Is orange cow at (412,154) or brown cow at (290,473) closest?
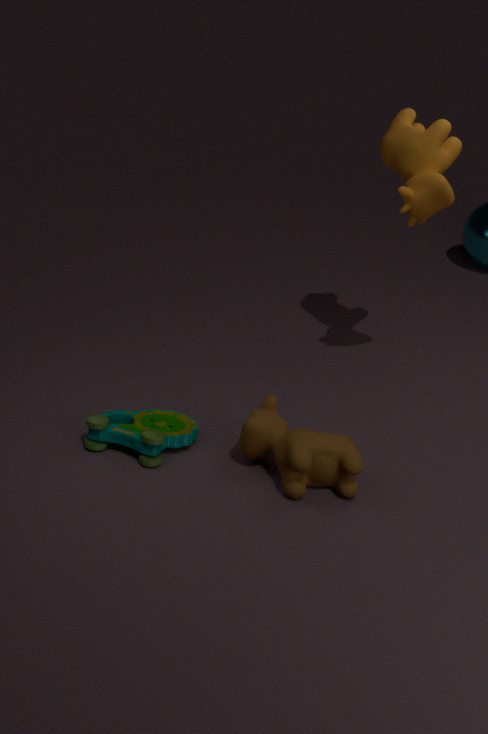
brown cow at (290,473)
